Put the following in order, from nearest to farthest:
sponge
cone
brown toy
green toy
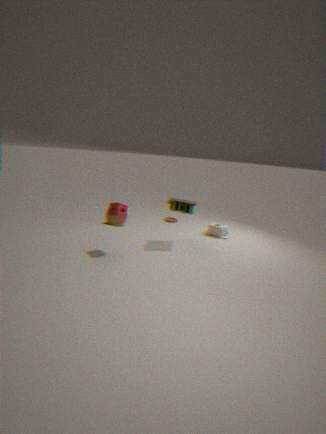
sponge
green toy
brown toy
cone
